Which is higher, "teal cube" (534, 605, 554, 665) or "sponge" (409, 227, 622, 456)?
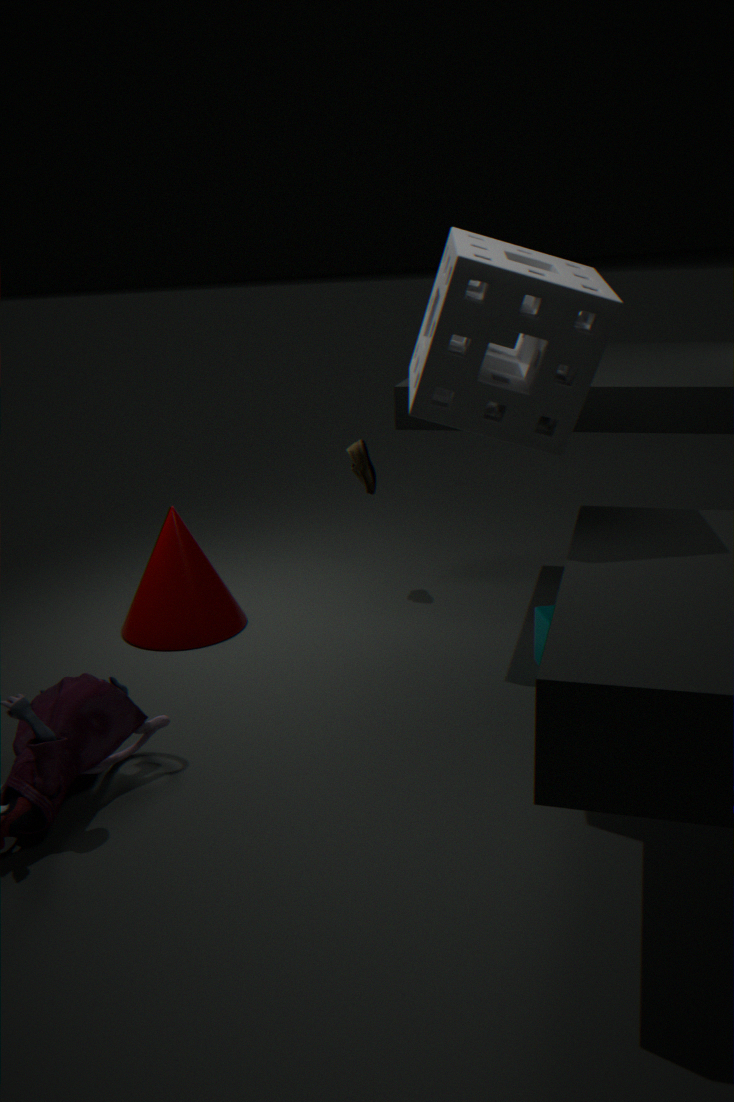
"sponge" (409, 227, 622, 456)
